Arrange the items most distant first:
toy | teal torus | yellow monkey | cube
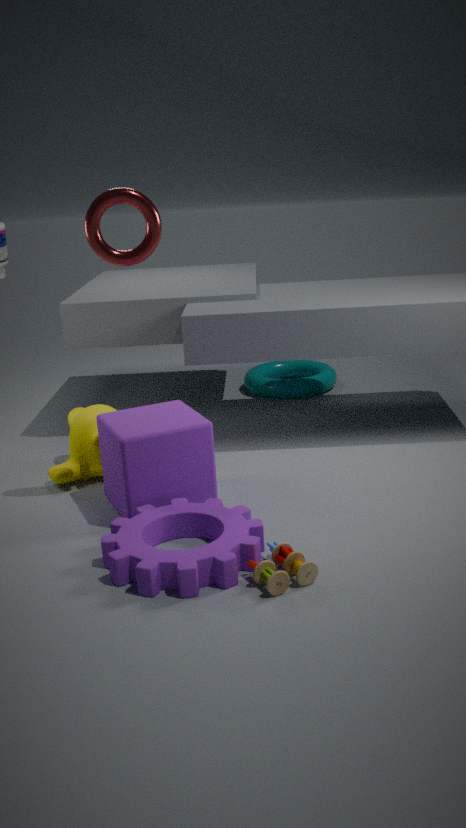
teal torus → yellow monkey → cube → toy
